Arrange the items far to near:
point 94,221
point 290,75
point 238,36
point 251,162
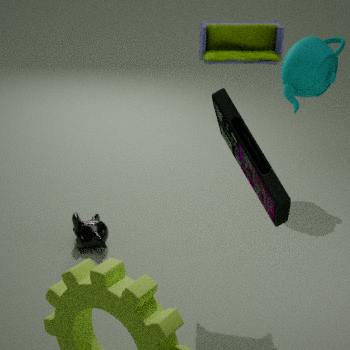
point 290,75 → point 94,221 → point 238,36 → point 251,162
